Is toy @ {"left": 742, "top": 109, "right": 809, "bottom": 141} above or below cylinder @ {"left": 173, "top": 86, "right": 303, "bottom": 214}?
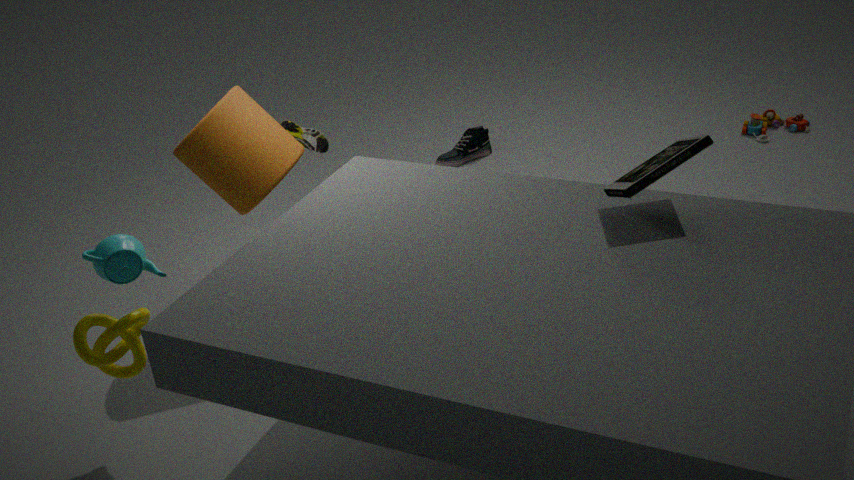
below
